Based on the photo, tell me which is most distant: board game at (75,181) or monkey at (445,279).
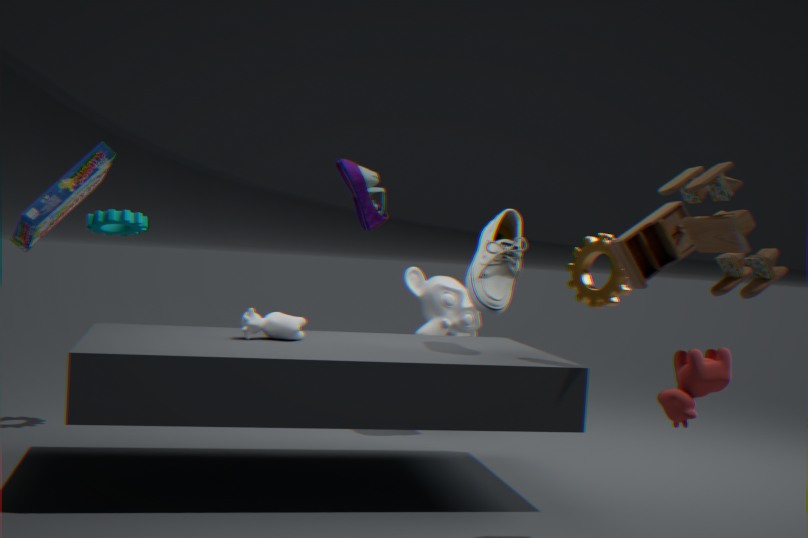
monkey at (445,279)
